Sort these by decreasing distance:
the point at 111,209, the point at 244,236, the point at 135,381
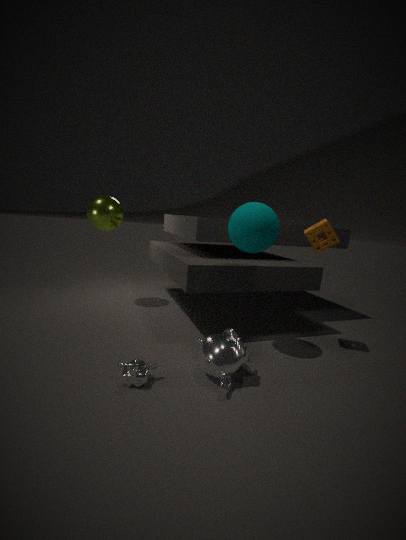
1. the point at 111,209
2. the point at 244,236
3. the point at 135,381
